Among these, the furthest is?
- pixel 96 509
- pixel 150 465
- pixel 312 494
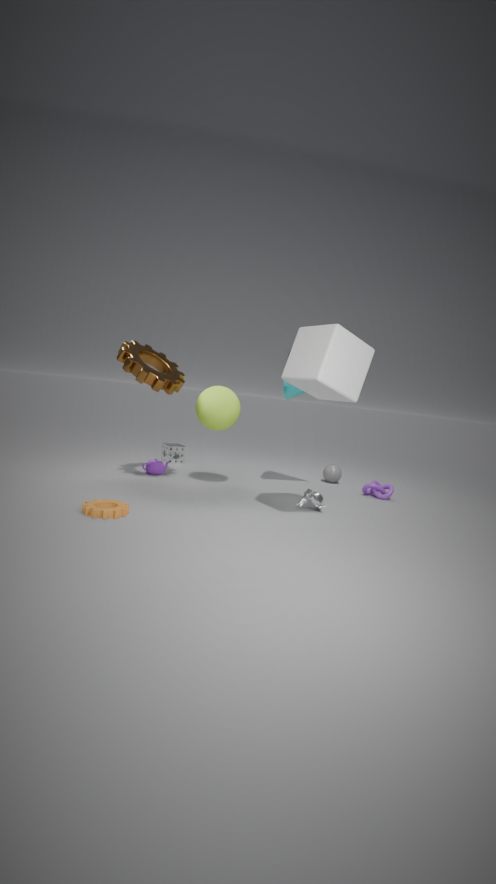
pixel 150 465
